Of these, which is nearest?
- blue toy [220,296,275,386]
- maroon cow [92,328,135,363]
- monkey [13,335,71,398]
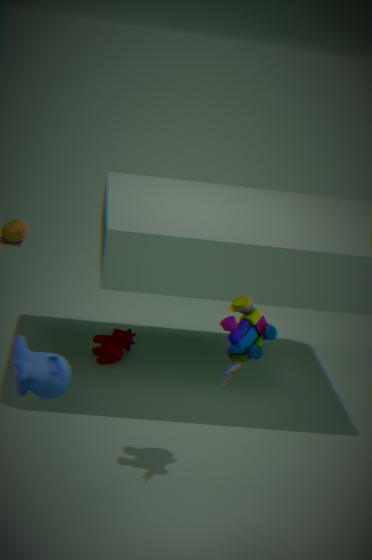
monkey [13,335,71,398]
